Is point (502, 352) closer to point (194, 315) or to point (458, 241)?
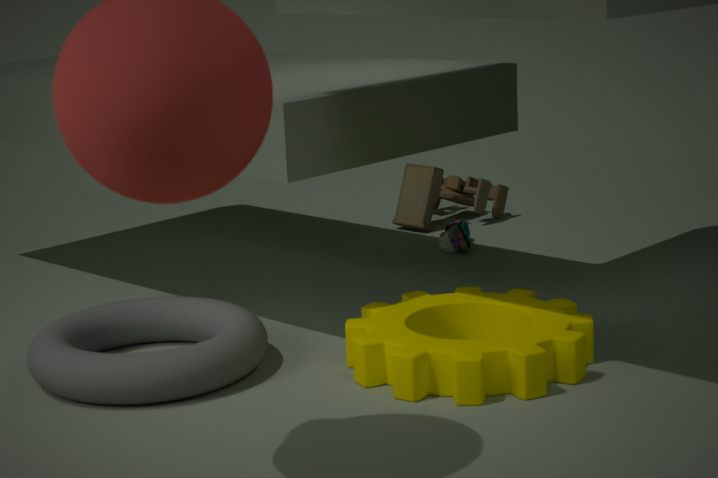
point (194, 315)
